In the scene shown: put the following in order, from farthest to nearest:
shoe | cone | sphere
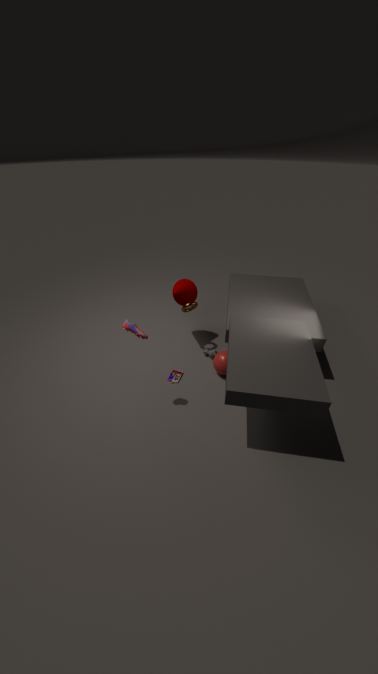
cone, sphere, shoe
